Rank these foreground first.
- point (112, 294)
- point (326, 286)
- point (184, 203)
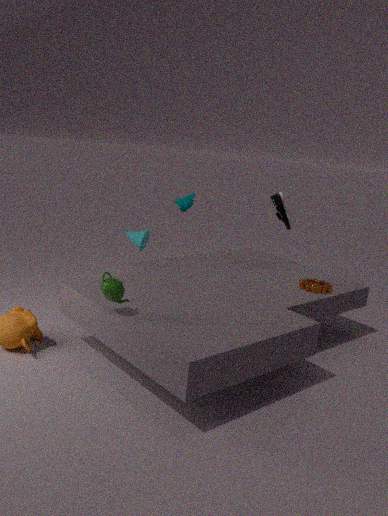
point (112, 294) → point (326, 286) → point (184, 203)
